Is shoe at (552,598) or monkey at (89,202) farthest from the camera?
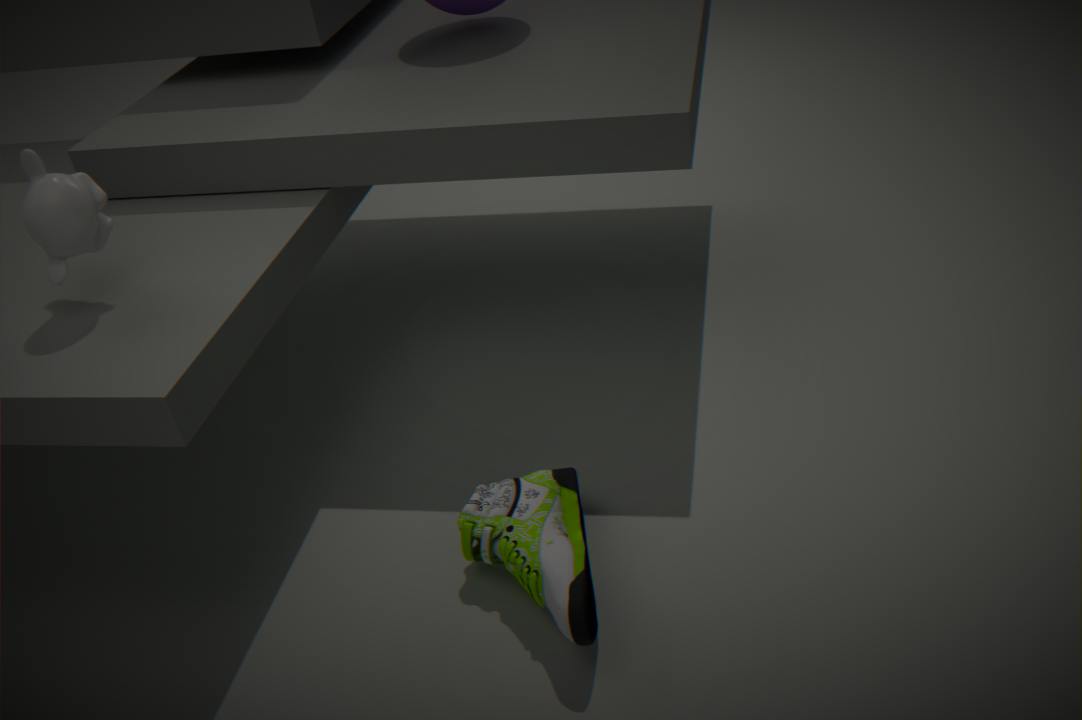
monkey at (89,202)
